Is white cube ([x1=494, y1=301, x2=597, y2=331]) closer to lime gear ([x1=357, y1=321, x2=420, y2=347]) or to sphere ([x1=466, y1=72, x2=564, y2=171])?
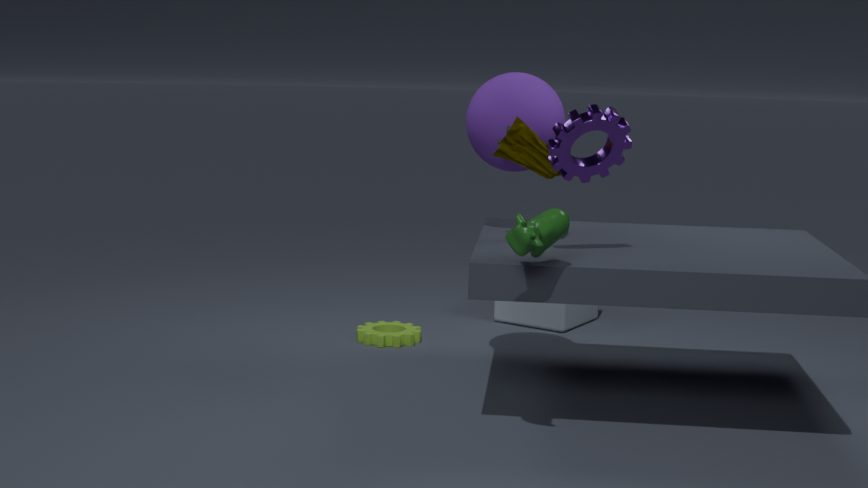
lime gear ([x1=357, y1=321, x2=420, y2=347])
